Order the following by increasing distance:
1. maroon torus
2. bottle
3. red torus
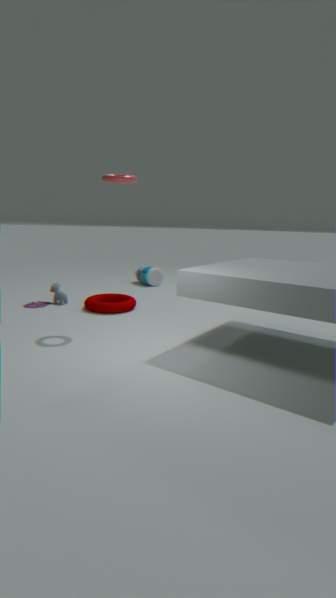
red torus → maroon torus → bottle
